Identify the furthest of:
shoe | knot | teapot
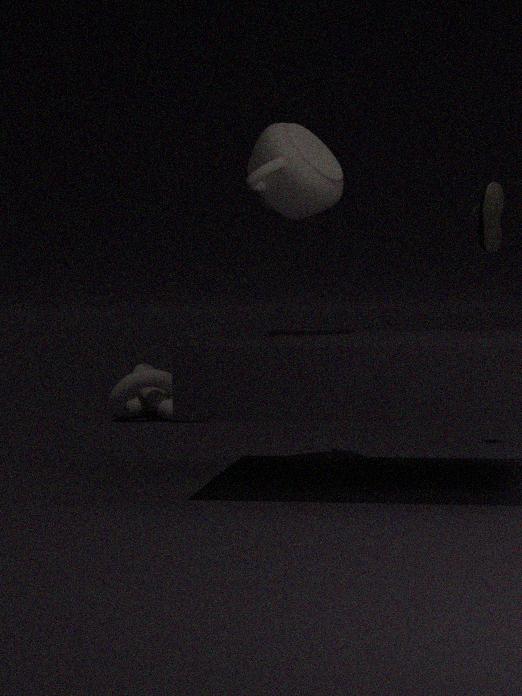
knot
